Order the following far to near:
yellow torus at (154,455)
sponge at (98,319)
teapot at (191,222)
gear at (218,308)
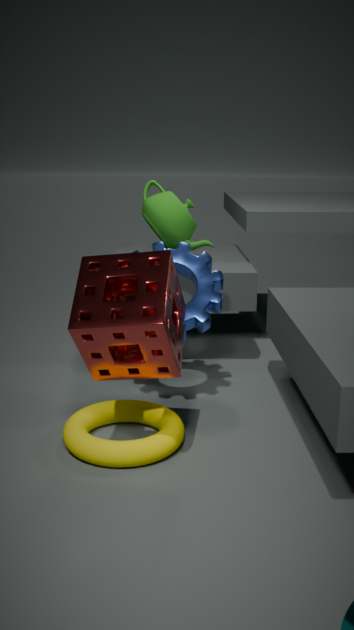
teapot at (191,222) → gear at (218,308) → yellow torus at (154,455) → sponge at (98,319)
